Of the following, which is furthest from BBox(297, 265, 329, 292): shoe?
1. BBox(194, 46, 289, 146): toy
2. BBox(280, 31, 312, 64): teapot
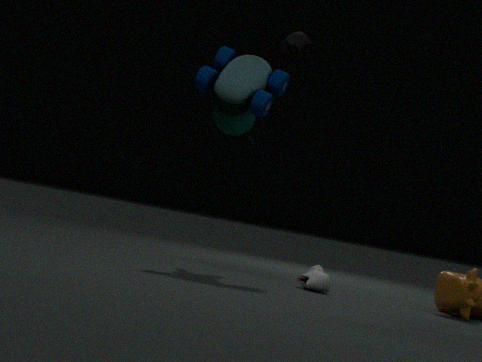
BBox(280, 31, 312, 64): teapot
